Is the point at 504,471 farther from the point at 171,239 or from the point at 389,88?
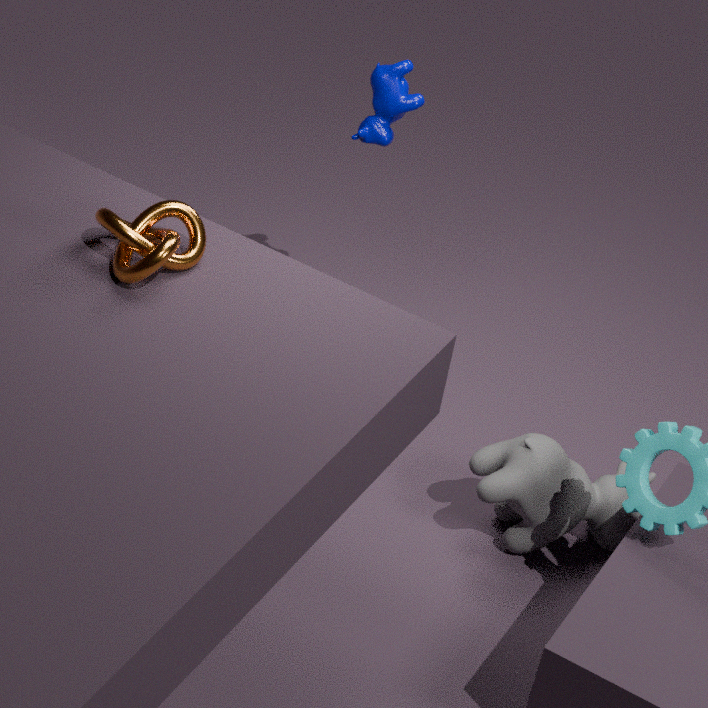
the point at 171,239
